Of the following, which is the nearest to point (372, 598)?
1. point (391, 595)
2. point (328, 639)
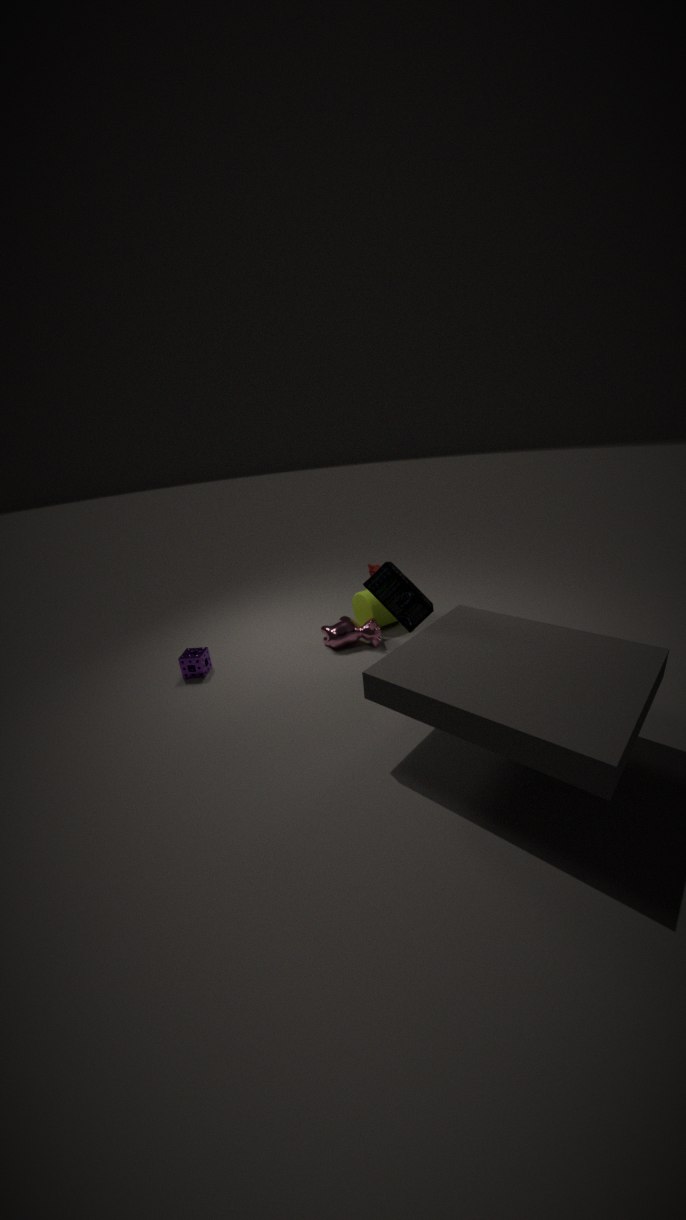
point (328, 639)
